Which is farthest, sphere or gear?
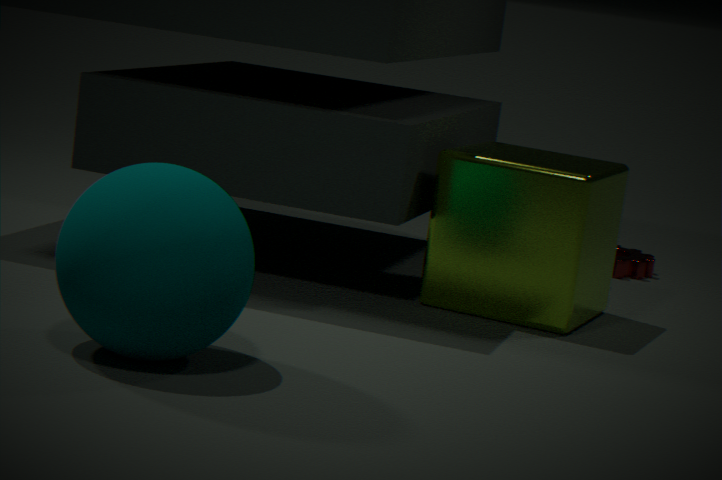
gear
